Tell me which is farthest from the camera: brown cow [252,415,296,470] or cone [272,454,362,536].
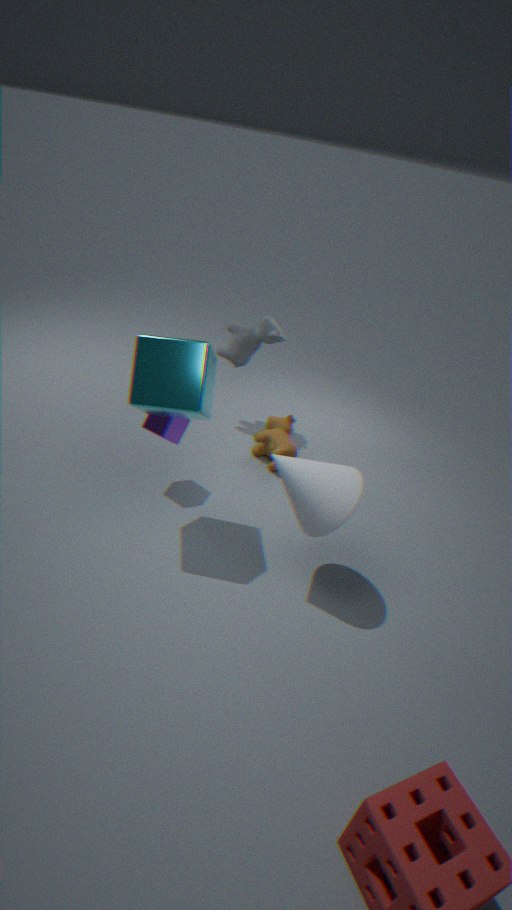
brown cow [252,415,296,470]
